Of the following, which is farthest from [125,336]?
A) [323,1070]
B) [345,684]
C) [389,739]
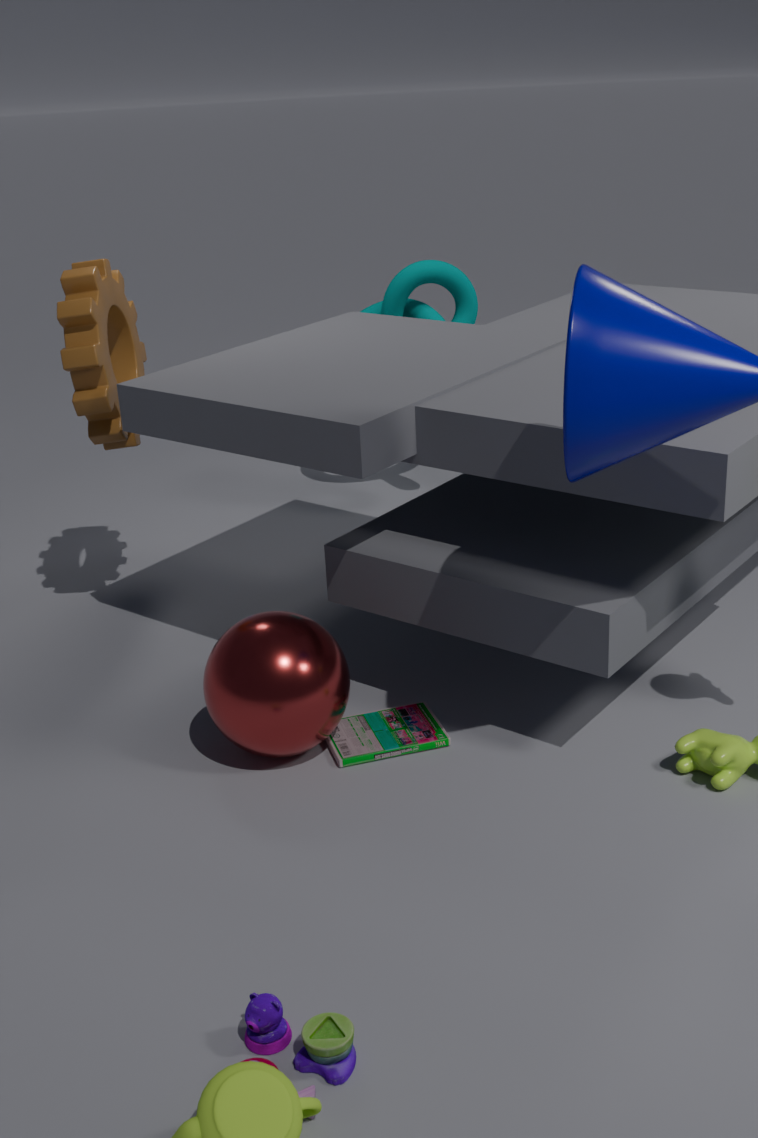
[323,1070]
